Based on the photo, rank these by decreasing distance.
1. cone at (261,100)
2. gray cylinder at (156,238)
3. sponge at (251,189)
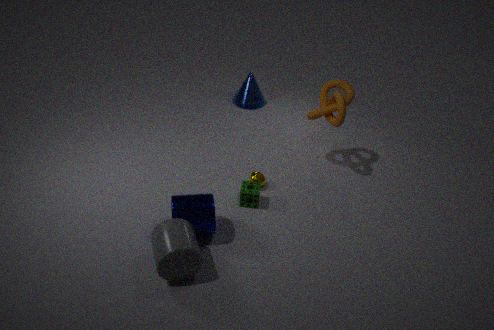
1. cone at (261,100)
2. sponge at (251,189)
3. gray cylinder at (156,238)
